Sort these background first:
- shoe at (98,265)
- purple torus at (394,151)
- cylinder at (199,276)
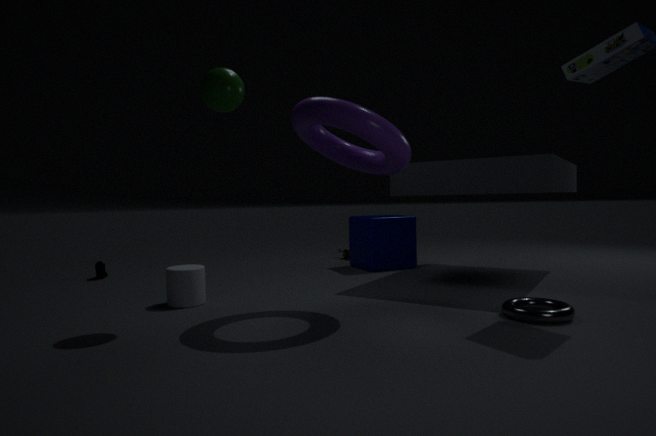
shoe at (98,265) → cylinder at (199,276) → purple torus at (394,151)
